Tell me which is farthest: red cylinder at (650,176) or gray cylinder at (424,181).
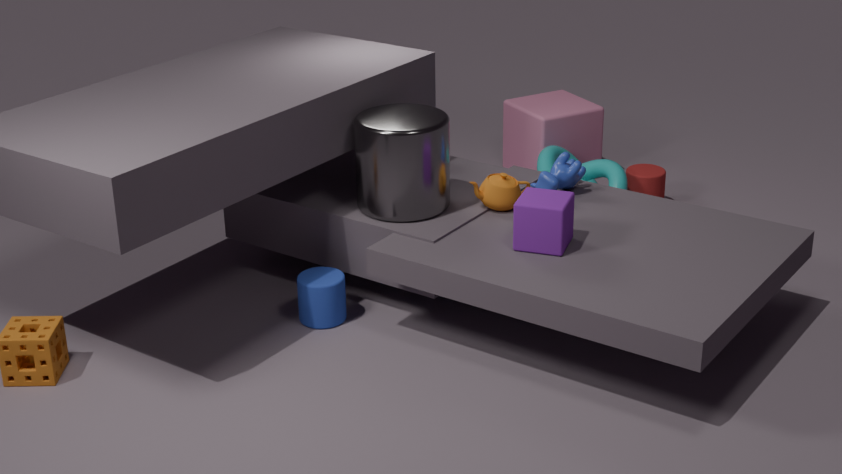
red cylinder at (650,176)
